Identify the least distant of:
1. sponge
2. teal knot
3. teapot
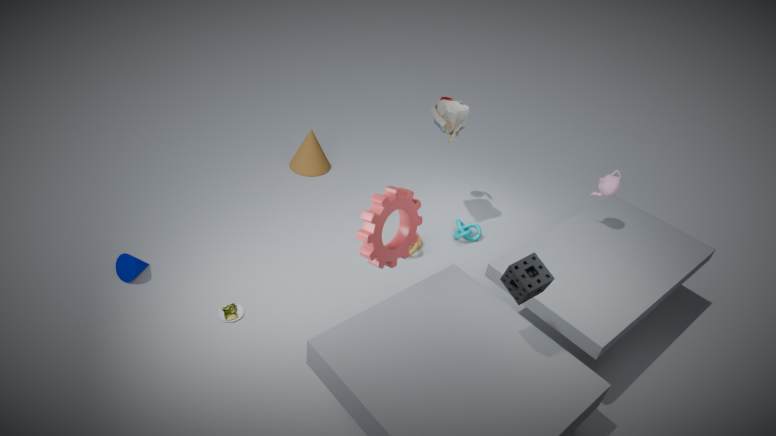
sponge
